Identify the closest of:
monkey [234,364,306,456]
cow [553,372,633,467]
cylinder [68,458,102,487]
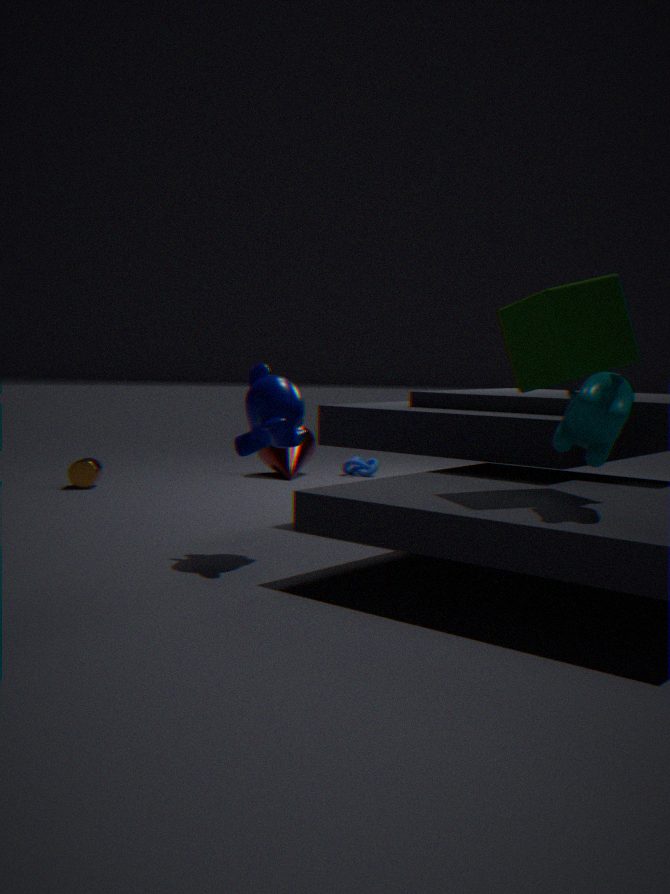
cow [553,372,633,467]
